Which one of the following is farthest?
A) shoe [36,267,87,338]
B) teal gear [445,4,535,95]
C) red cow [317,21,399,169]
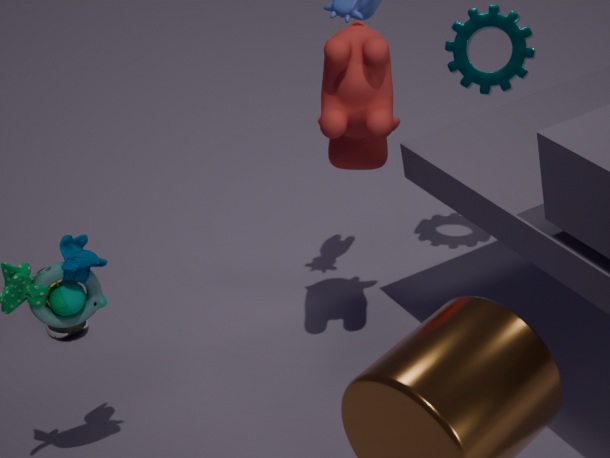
shoe [36,267,87,338]
